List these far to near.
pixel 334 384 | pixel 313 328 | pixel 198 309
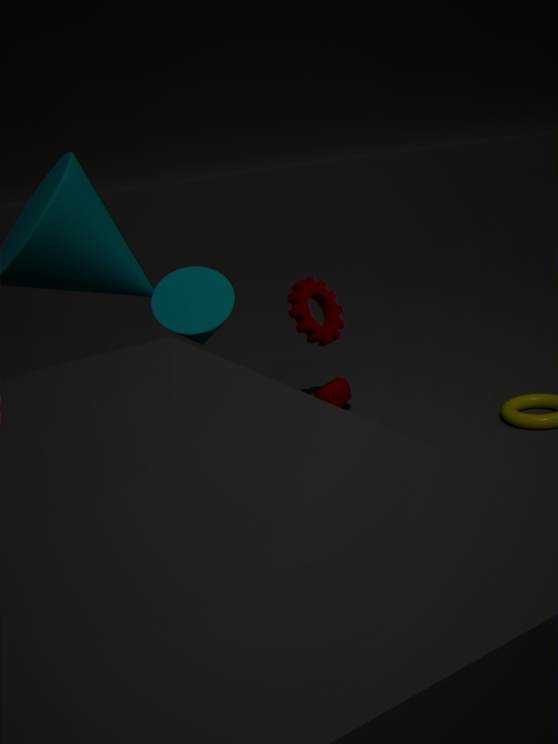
pixel 334 384, pixel 313 328, pixel 198 309
